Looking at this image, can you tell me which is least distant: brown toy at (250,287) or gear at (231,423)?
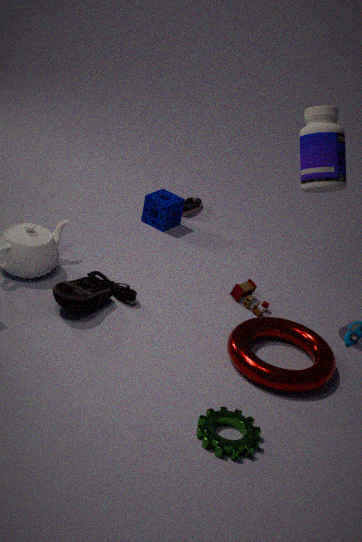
gear at (231,423)
